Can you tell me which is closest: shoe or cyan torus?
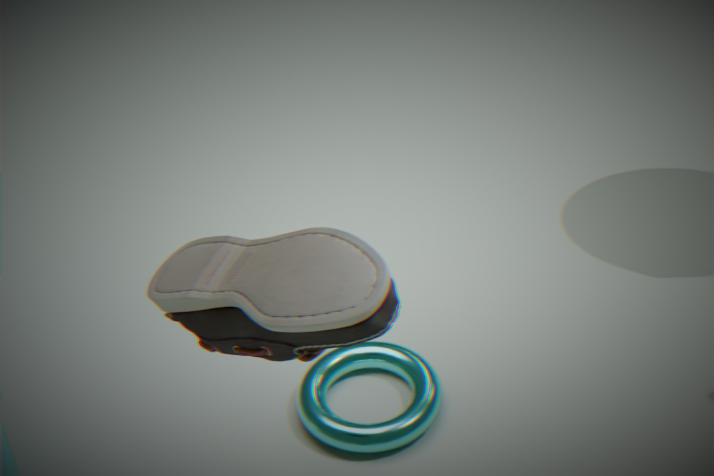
shoe
